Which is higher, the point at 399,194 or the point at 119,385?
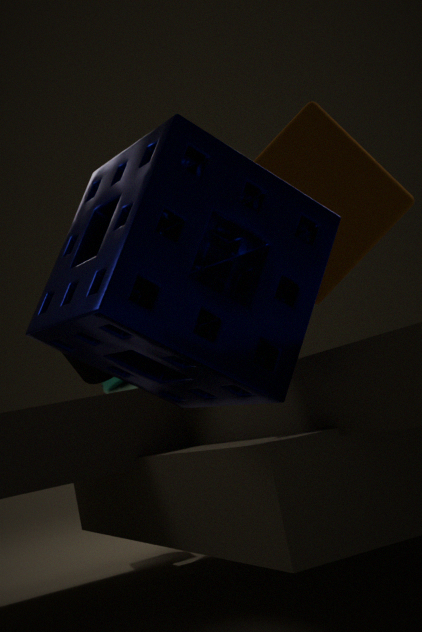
the point at 399,194
